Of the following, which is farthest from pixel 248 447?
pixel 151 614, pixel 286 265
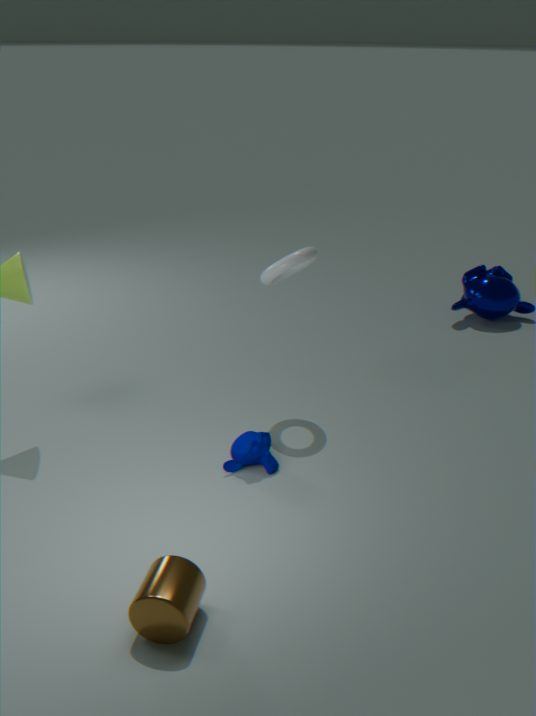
pixel 151 614
